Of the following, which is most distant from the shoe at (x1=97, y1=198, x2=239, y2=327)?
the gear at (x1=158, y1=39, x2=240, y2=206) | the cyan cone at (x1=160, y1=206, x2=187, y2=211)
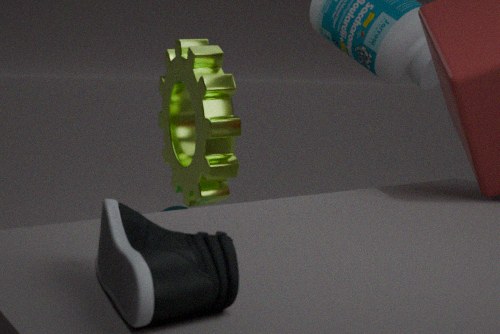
the cyan cone at (x1=160, y1=206, x2=187, y2=211)
